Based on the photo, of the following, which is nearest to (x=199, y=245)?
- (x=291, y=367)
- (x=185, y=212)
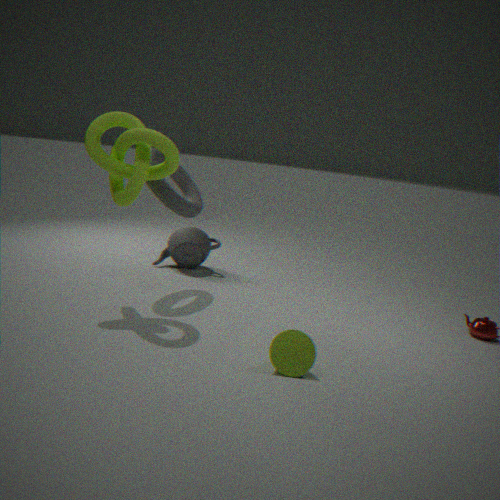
(x=185, y=212)
